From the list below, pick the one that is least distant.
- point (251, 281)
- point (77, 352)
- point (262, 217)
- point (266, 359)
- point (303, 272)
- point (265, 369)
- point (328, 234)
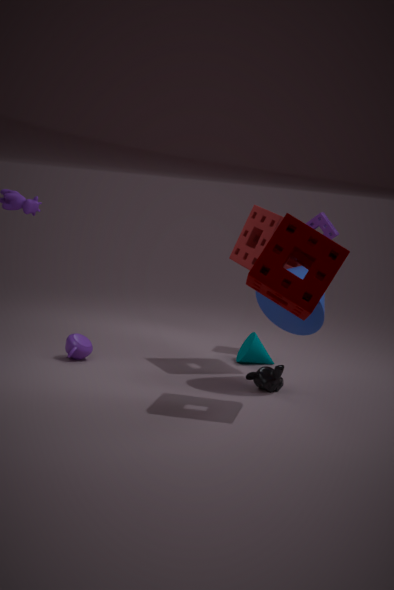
point (251, 281)
